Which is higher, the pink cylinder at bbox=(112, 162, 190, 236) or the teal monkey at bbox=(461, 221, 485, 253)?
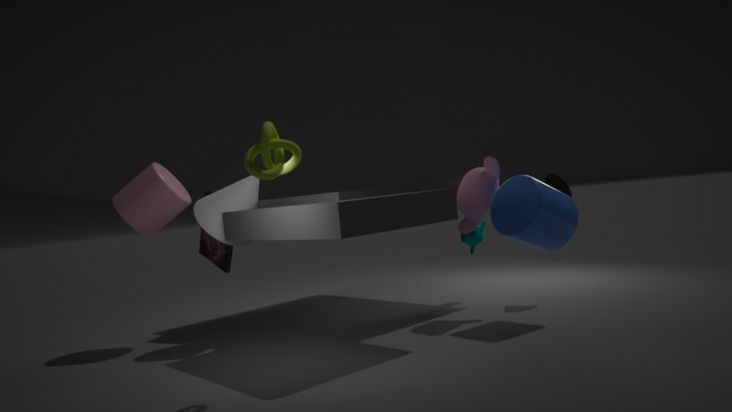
the pink cylinder at bbox=(112, 162, 190, 236)
